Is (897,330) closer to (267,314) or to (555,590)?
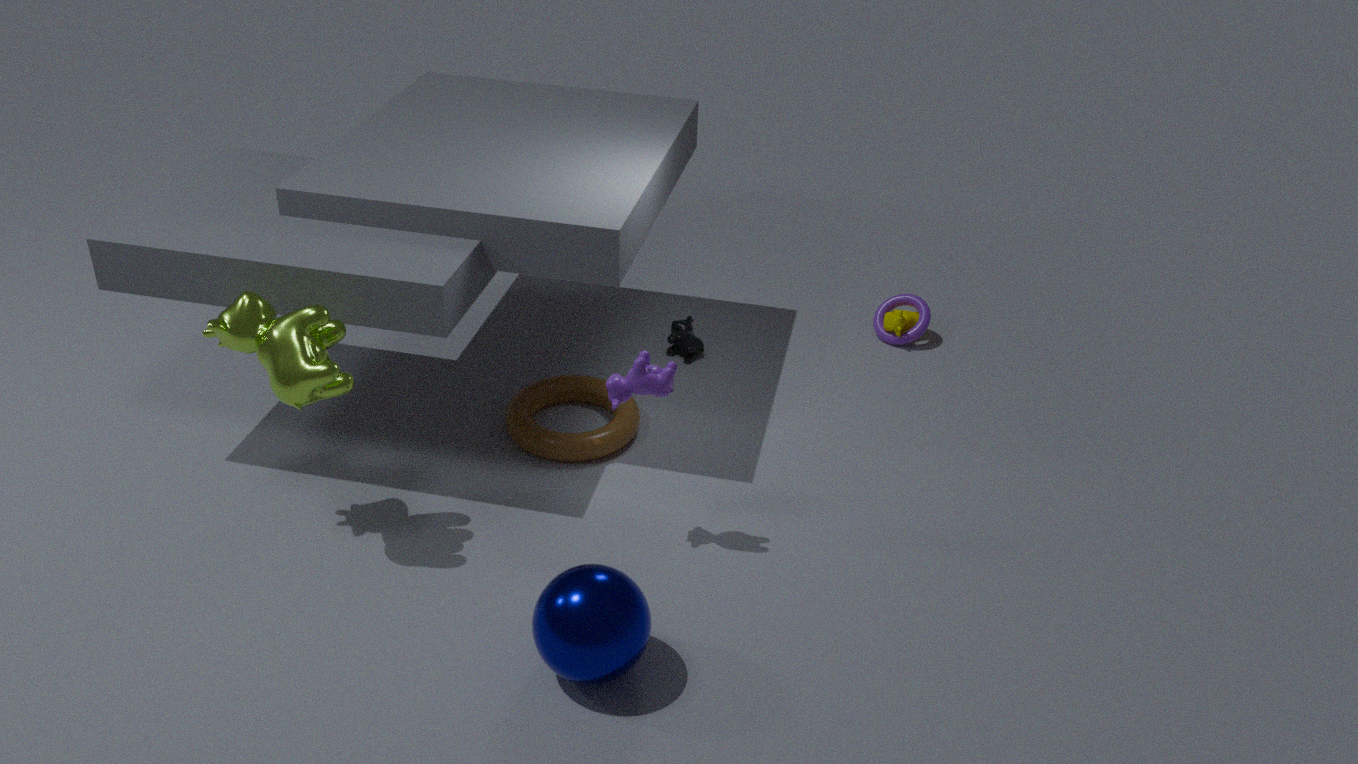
(555,590)
